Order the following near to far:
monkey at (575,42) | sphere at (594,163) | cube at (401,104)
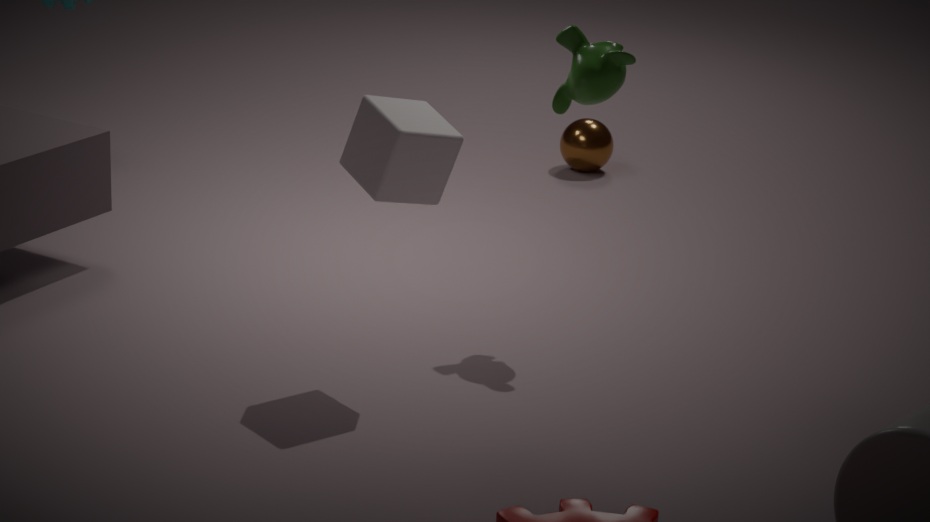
cube at (401,104)
monkey at (575,42)
sphere at (594,163)
